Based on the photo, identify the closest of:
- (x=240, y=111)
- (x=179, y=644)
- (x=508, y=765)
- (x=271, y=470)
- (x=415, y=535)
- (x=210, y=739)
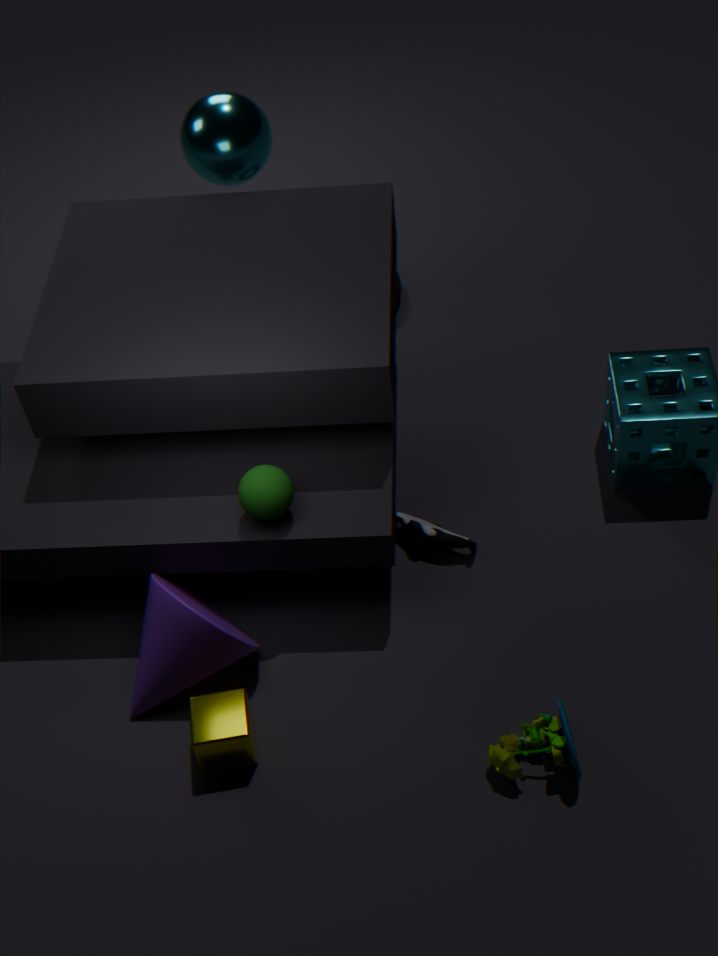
(x=508, y=765)
